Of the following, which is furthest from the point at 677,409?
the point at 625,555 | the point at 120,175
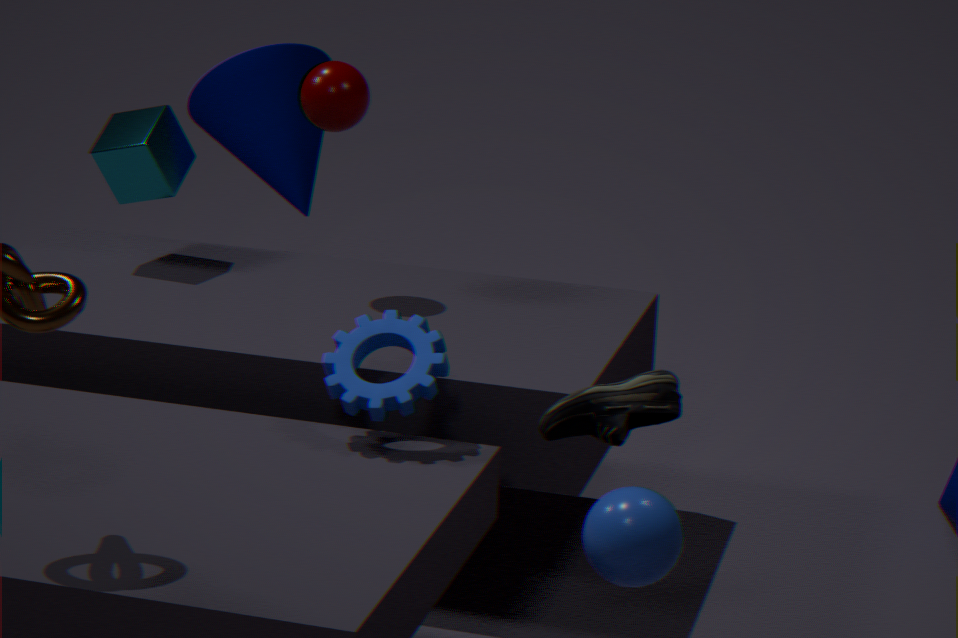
the point at 120,175
